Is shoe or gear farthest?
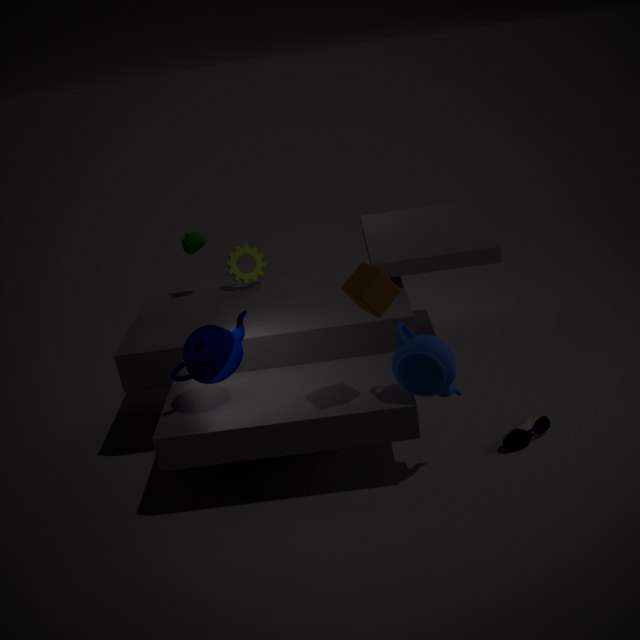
gear
